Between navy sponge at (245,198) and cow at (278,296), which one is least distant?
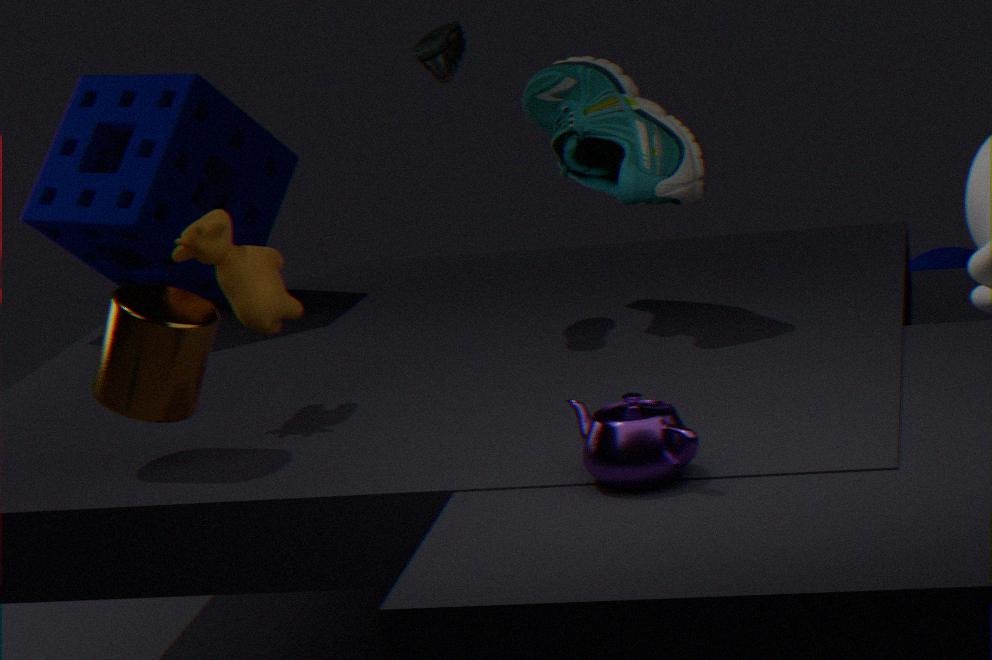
cow at (278,296)
